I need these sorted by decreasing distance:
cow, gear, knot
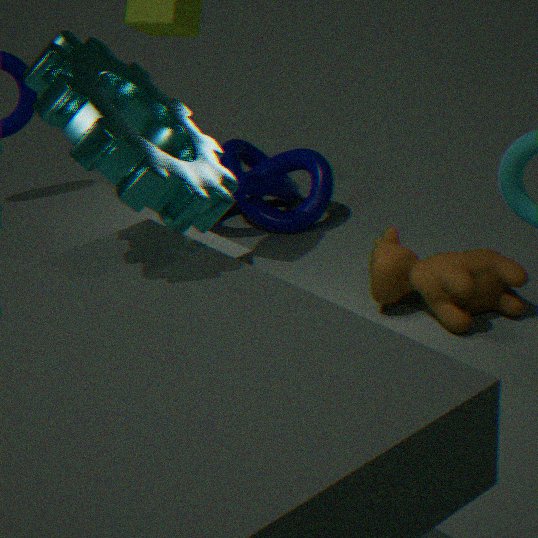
knot → cow → gear
